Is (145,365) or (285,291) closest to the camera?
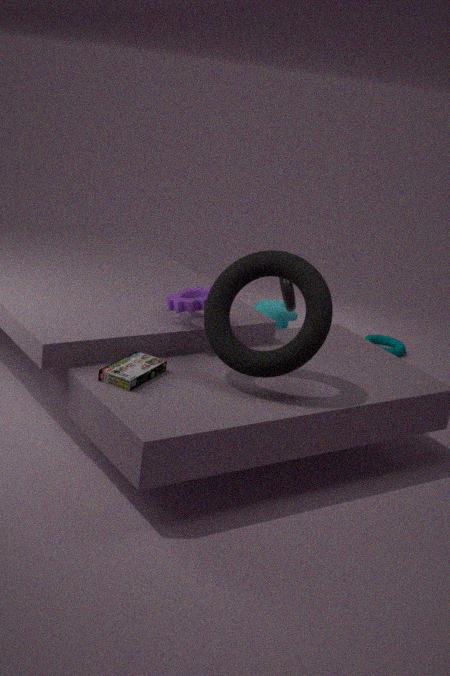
(145,365)
